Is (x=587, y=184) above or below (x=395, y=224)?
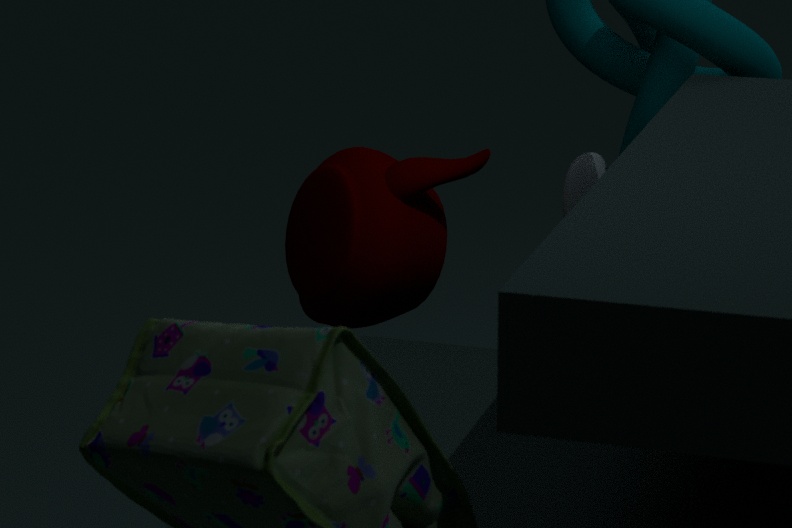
below
